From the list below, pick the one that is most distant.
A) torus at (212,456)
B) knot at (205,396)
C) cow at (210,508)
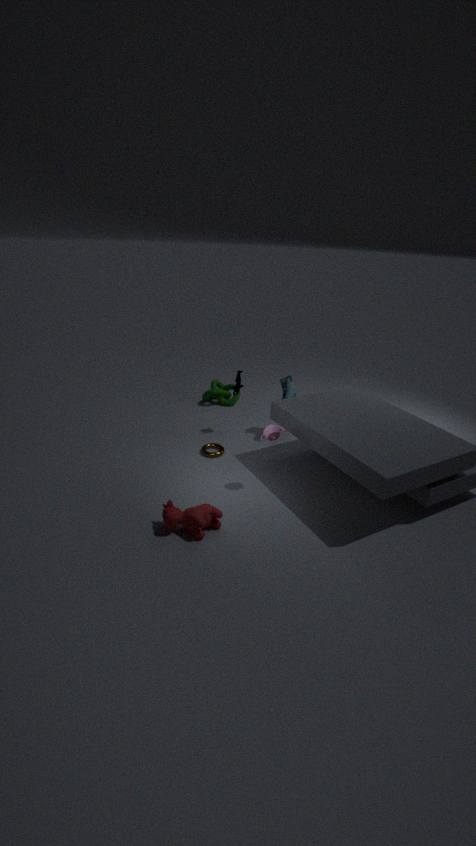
knot at (205,396)
